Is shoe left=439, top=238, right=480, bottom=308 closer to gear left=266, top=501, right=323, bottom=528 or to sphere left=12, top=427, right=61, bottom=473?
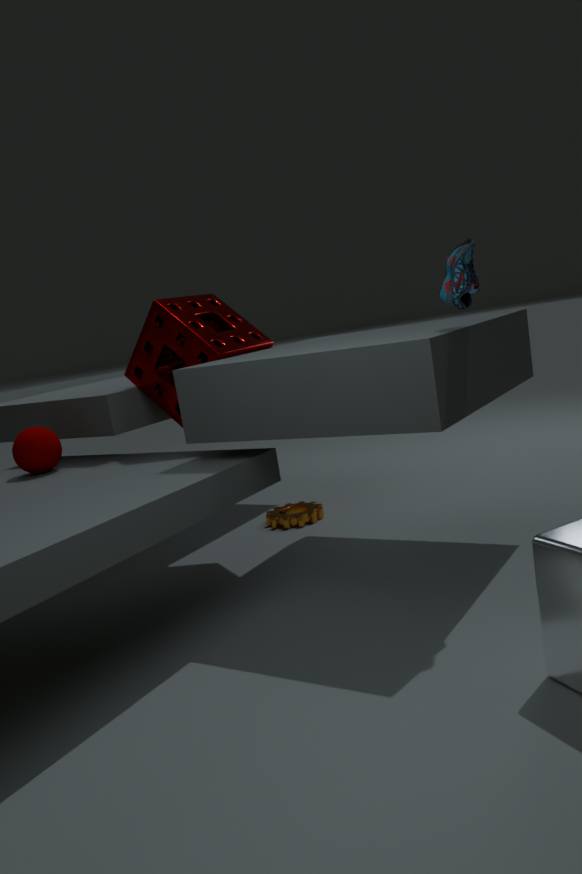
gear left=266, top=501, right=323, bottom=528
